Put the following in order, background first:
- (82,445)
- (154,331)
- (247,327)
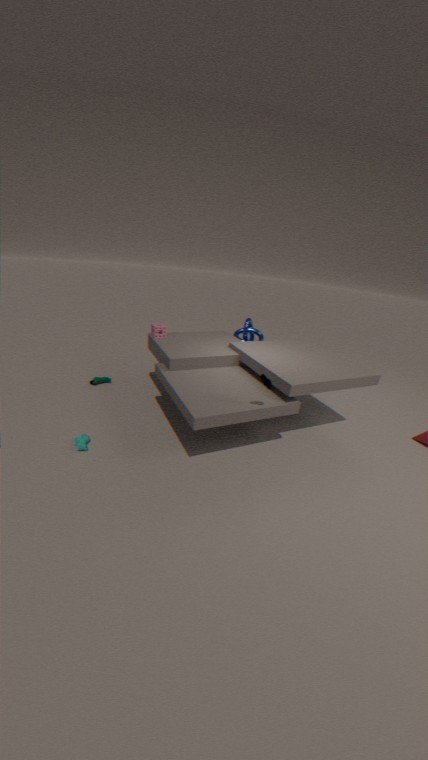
1. (247,327)
2. (154,331)
3. (82,445)
